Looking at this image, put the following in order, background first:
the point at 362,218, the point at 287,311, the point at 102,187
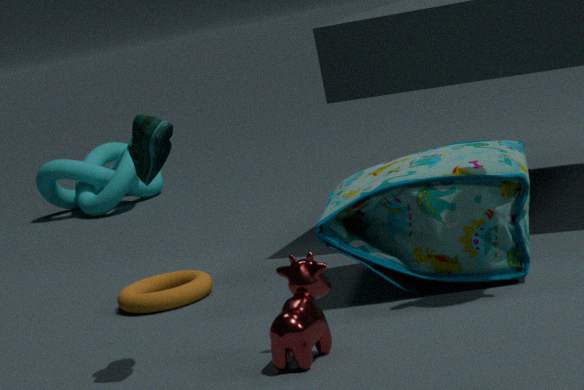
the point at 102,187 < the point at 362,218 < the point at 287,311
